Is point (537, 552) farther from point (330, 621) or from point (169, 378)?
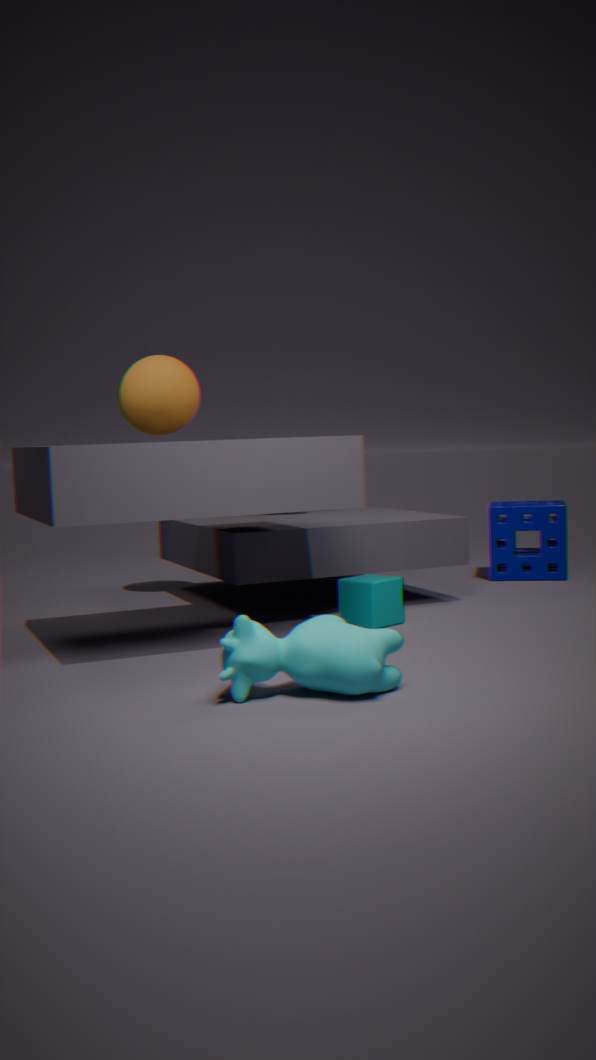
point (330, 621)
